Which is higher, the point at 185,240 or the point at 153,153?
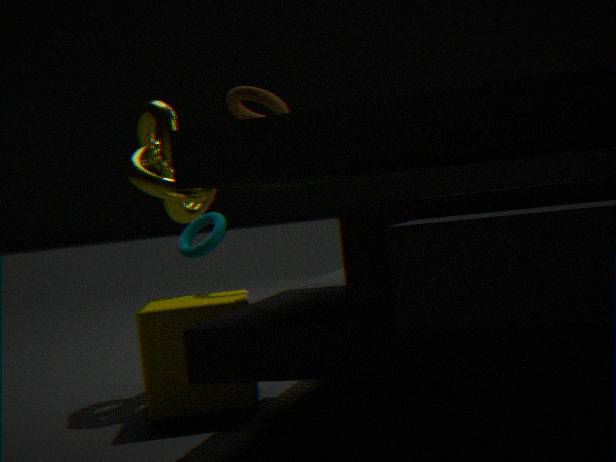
the point at 153,153
